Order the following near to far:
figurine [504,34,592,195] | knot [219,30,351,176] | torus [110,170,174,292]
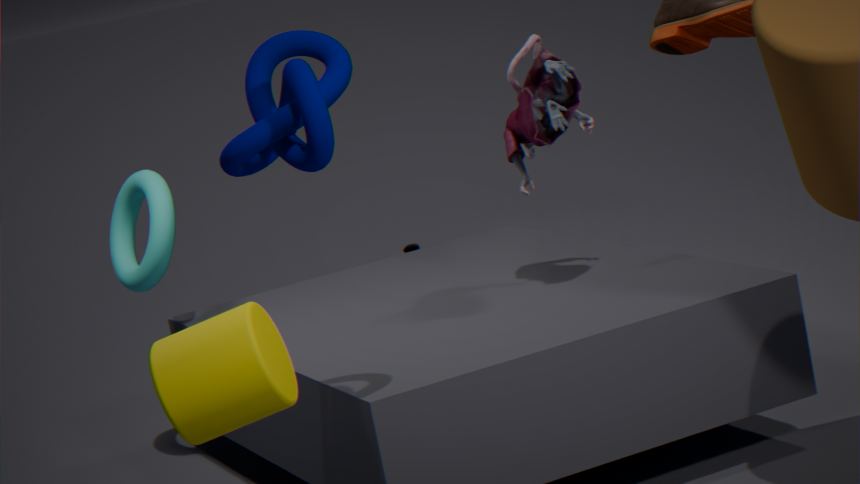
knot [219,30,351,176]
figurine [504,34,592,195]
torus [110,170,174,292]
